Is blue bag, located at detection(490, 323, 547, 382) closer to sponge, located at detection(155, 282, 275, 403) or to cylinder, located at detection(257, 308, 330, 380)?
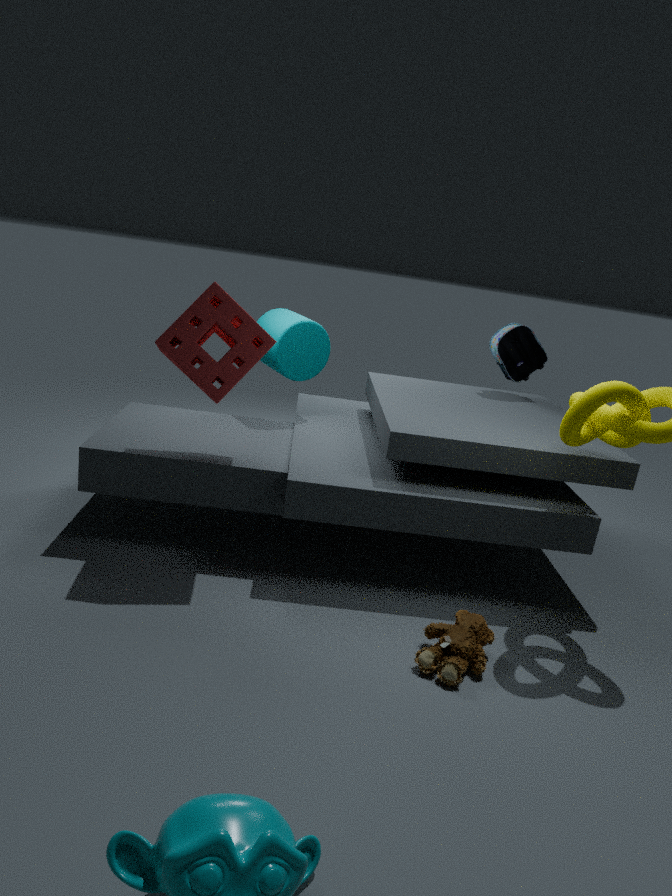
cylinder, located at detection(257, 308, 330, 380)
